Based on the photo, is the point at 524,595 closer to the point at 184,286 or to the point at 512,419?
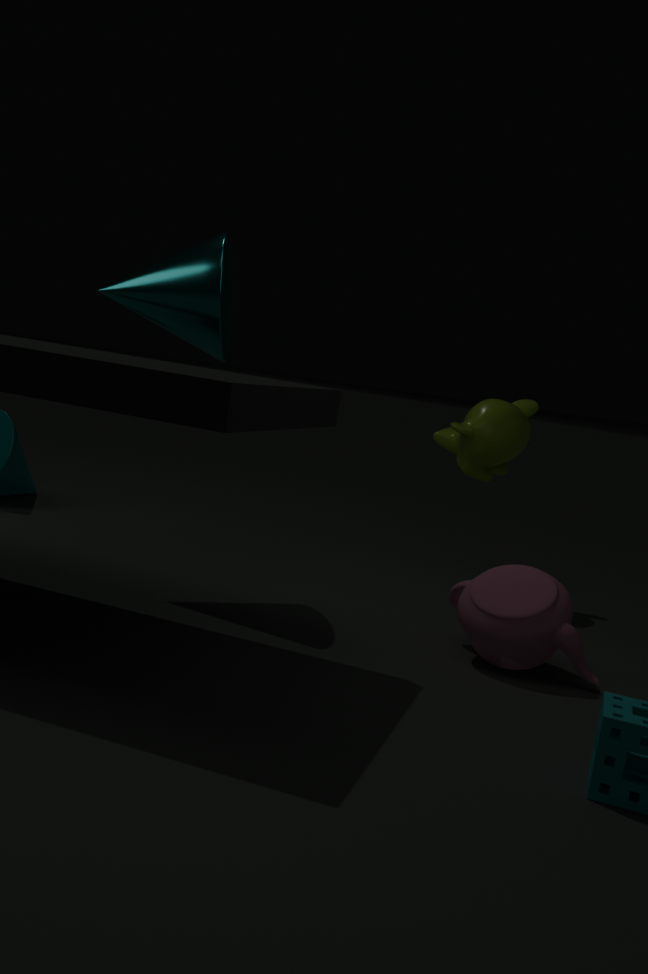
the point at 512,419
